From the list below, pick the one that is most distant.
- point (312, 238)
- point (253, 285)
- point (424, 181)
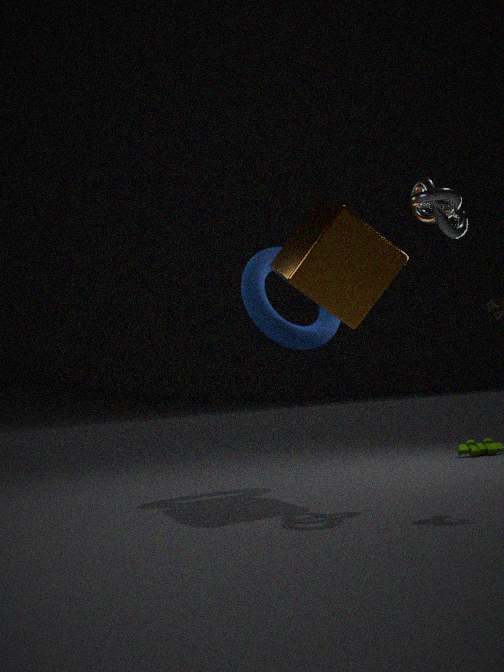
point (253, 285)
